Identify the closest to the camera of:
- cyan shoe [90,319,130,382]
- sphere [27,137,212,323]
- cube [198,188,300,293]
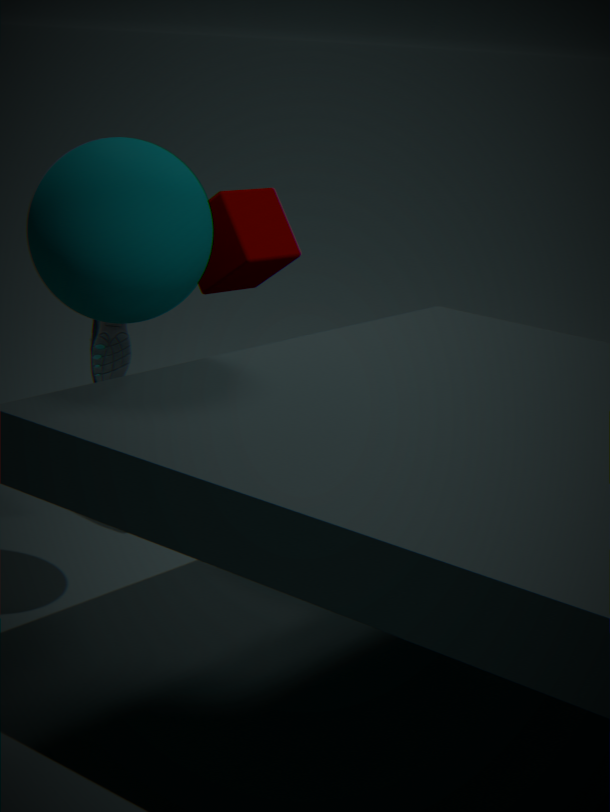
sphere [27,137,212,323]
